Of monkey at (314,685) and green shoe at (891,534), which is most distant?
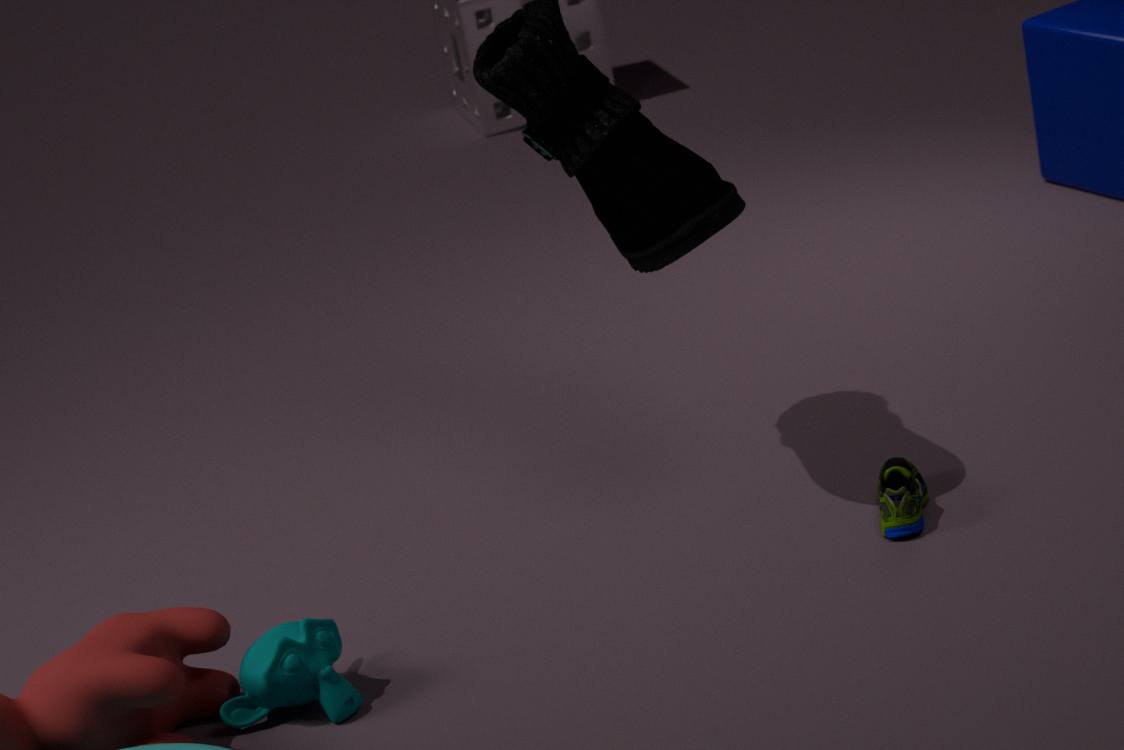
green shoe at (891,534)
